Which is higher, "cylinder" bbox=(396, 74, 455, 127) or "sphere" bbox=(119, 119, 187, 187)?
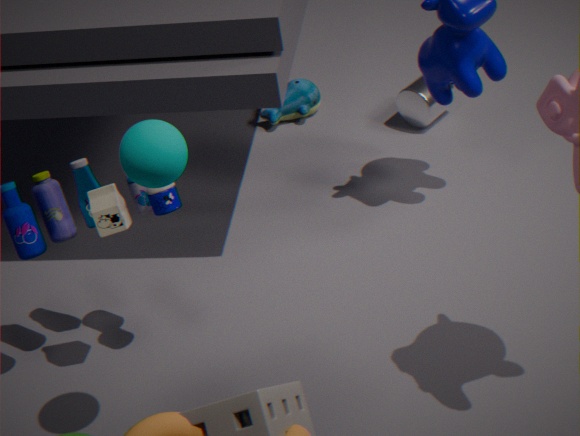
"sphere" bbox=(119, 119, 187, 187)
